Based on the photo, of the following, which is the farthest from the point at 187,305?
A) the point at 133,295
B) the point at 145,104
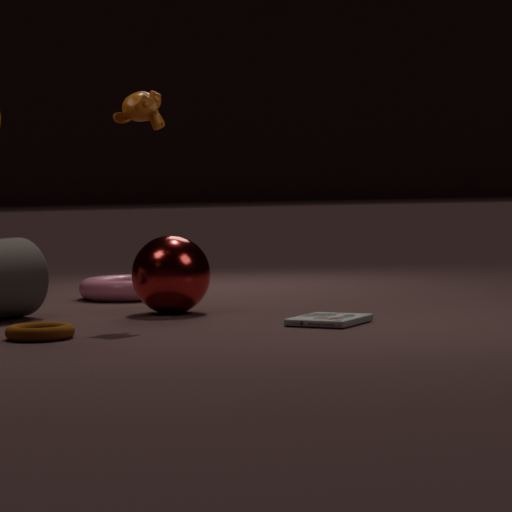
the point at 133,295
